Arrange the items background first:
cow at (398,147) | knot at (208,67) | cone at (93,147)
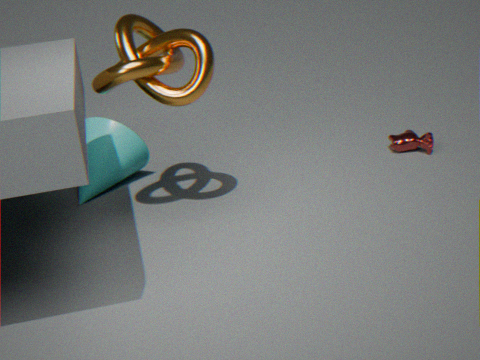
cow at (398,147), cone at (93,147), knot at (208,67)
